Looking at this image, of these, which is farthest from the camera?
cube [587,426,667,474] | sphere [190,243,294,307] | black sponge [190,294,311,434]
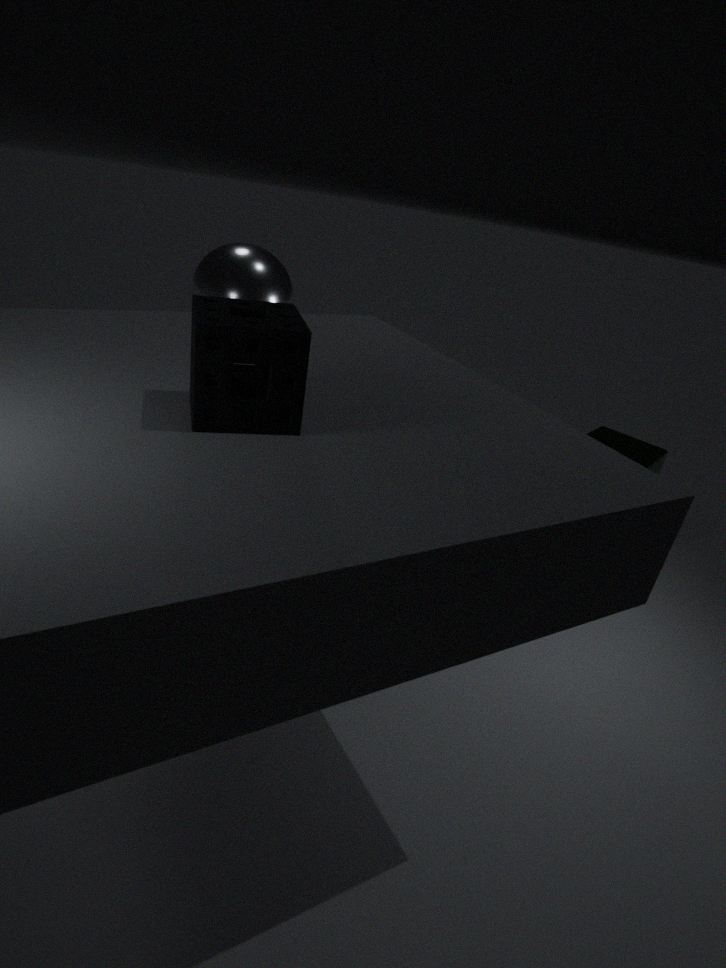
cube [587,426,667,474]
